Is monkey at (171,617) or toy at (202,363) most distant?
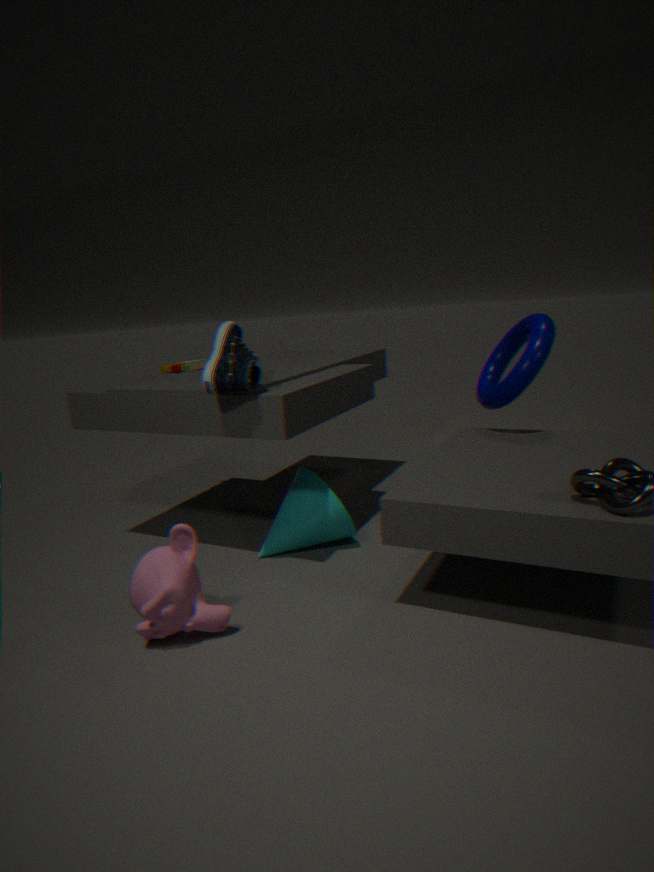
toy at (202,363)
